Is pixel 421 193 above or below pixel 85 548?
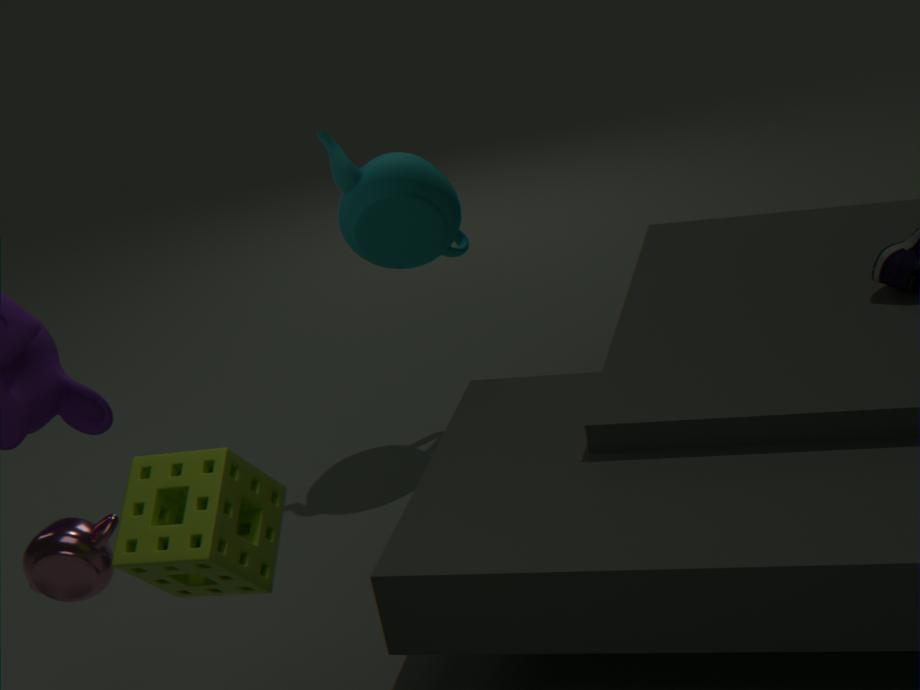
above
